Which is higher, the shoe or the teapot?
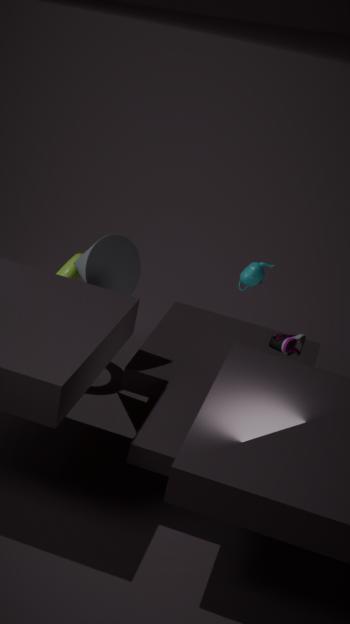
the teapot
